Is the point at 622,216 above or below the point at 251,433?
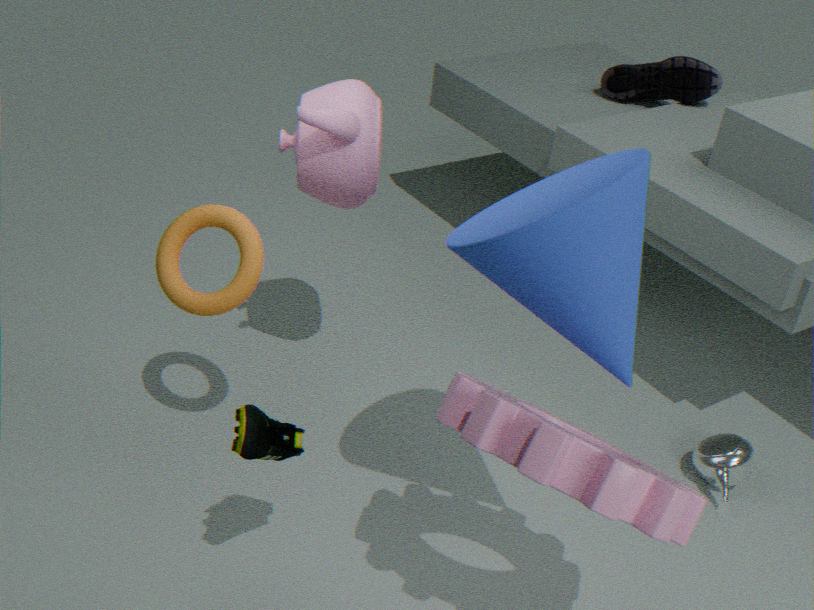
above
